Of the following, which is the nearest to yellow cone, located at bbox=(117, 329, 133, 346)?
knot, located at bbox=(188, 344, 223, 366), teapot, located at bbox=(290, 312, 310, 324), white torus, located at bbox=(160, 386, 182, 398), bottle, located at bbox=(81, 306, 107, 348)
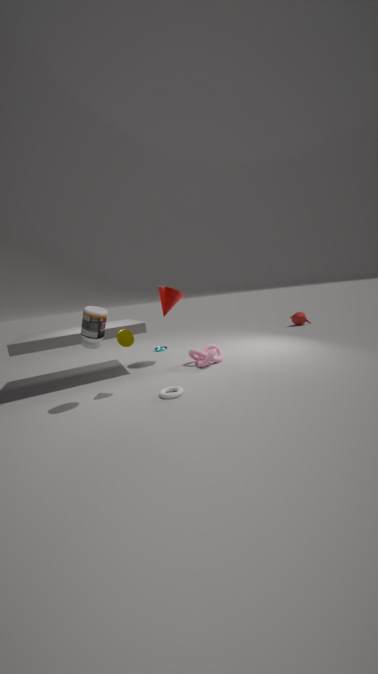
bottle, located at bbox=(81, 306, 107, 348)
